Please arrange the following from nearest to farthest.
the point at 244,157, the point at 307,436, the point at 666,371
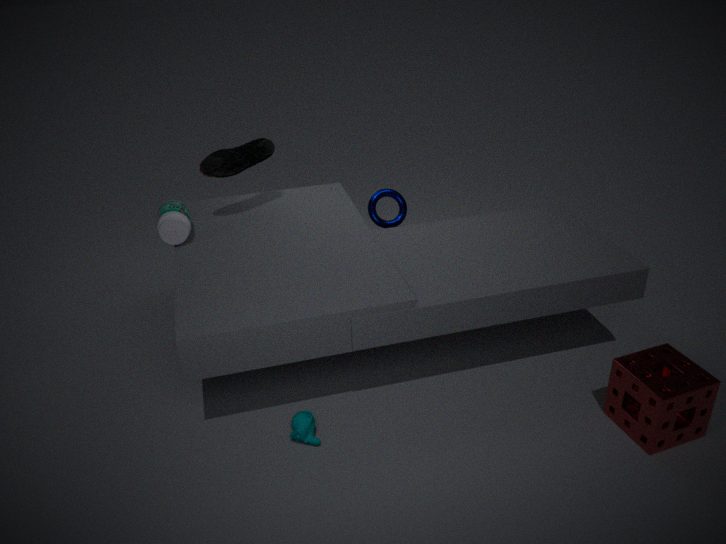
the point at 666,371 < the point at 307,436 < the point at 244,157
